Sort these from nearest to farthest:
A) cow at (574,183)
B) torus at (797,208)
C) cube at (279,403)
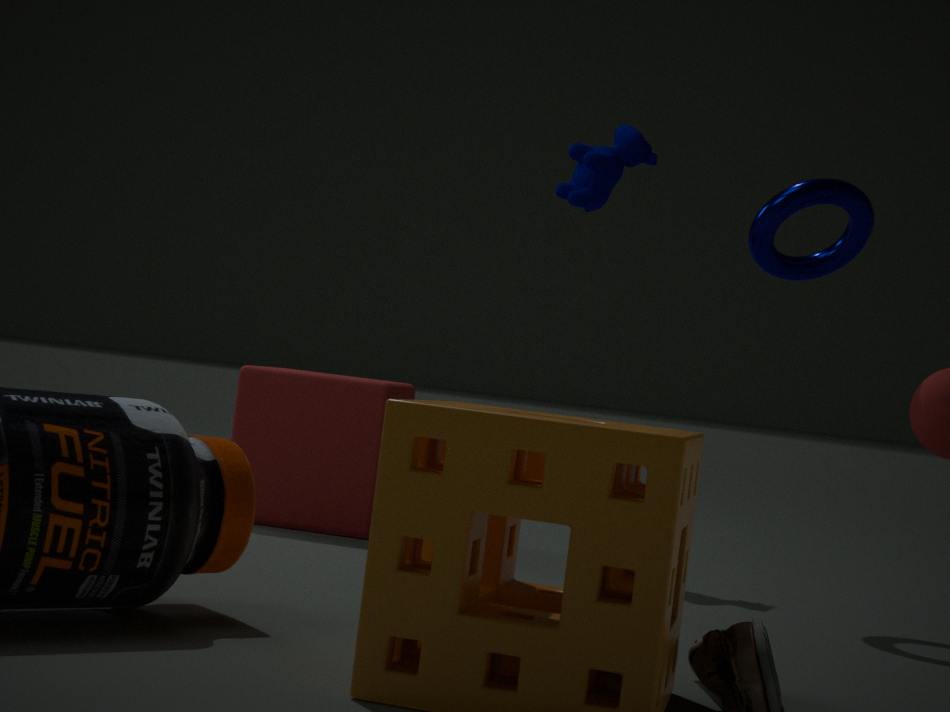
torus at (797,208)
cube at (279,403)
cow at (574,183)
